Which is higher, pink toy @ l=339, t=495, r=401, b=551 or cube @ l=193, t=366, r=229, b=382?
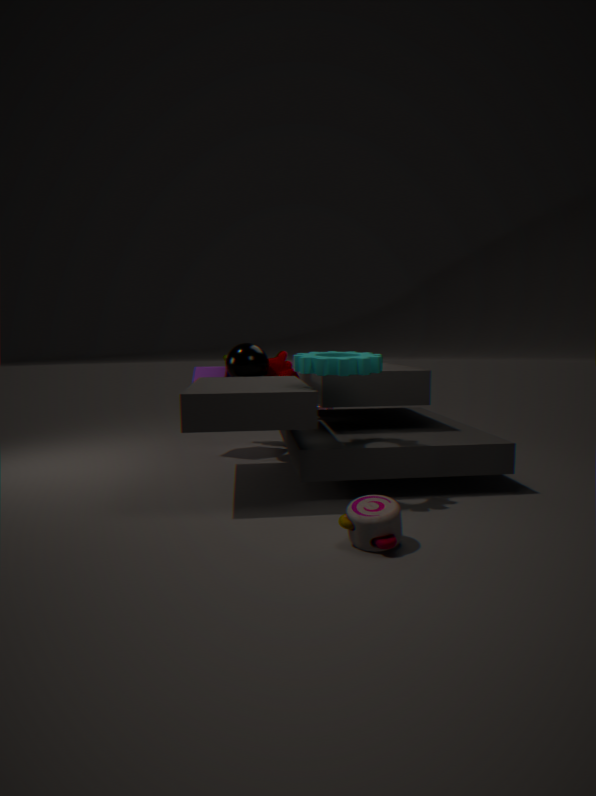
cube @ l=193, t=366, r=229, b=382
